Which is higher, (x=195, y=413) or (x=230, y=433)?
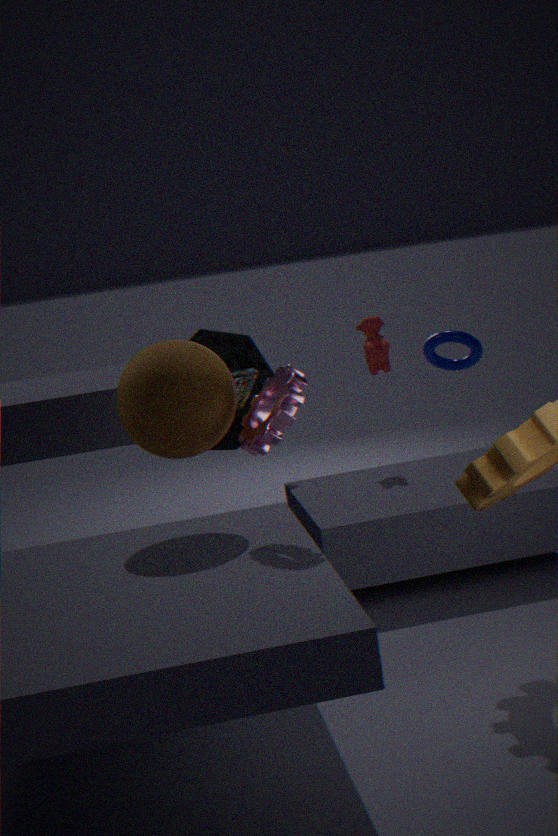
(x=195, y=413)
